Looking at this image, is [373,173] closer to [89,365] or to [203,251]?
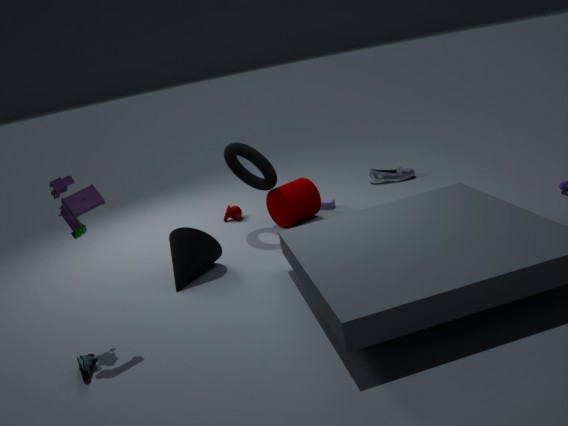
[203,251]
